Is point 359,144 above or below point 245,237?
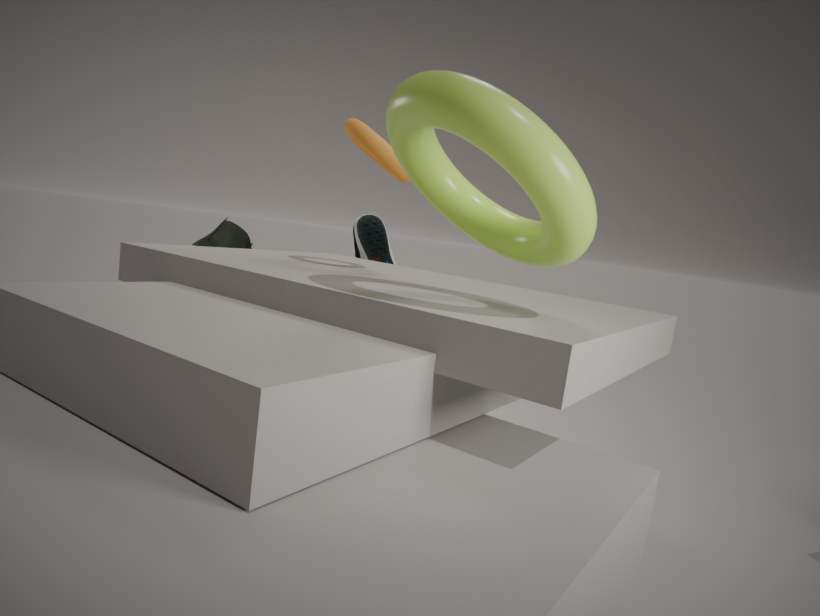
above
